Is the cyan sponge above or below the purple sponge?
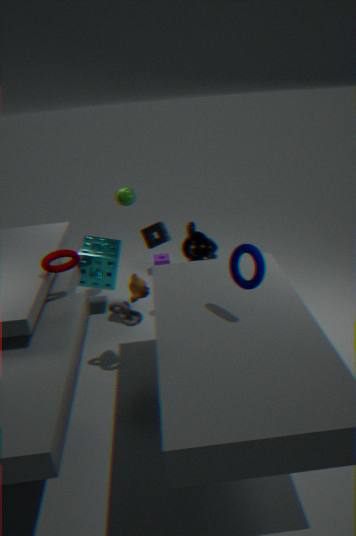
above
